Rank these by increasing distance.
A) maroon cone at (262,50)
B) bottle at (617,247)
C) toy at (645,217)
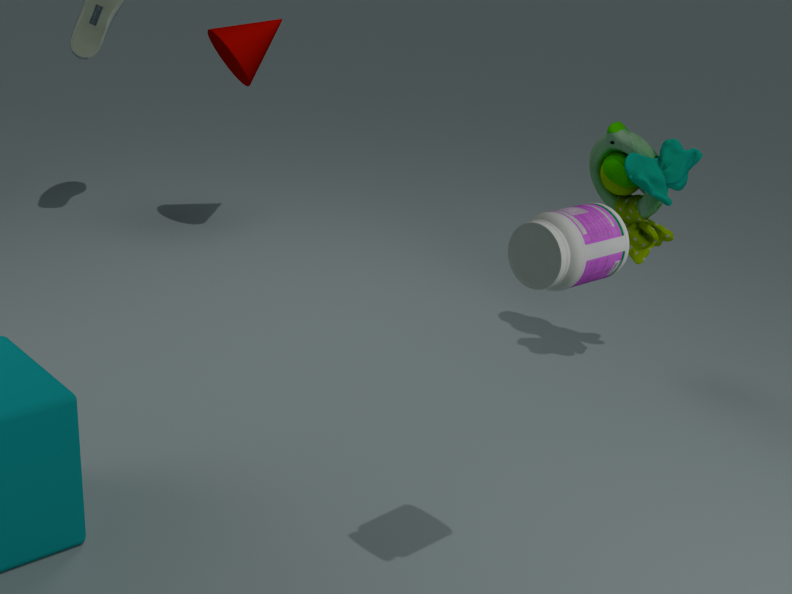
bottle at (617,247) → toy at (645,217) → maroon cone at (262,50)
